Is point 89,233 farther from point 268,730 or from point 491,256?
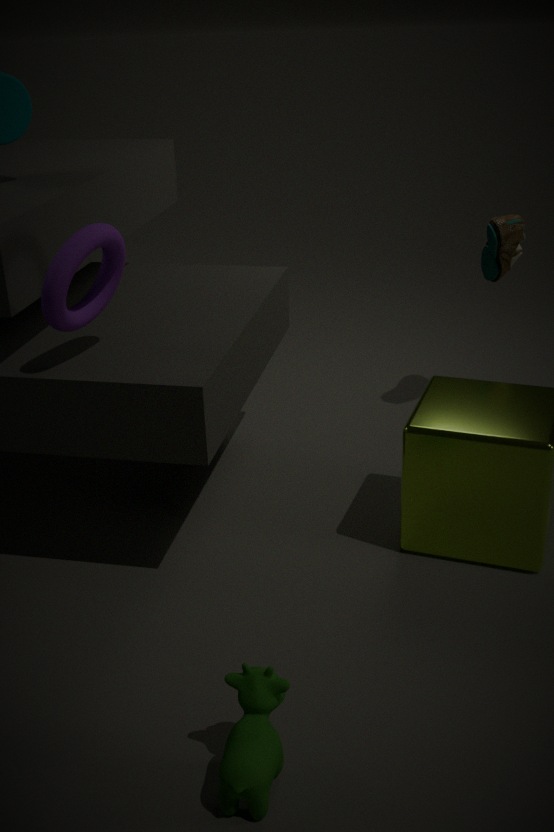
point 491,256
